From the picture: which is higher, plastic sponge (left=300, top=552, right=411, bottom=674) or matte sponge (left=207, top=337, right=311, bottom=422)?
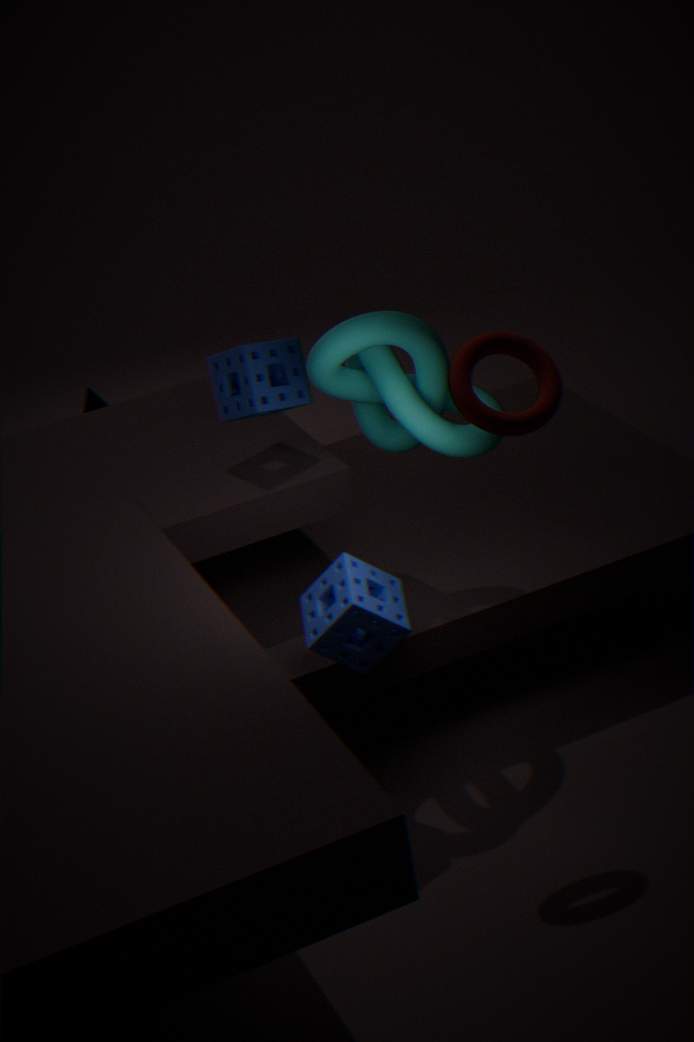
matte sponge (left=207, top=337, right=311, bottom=422)
